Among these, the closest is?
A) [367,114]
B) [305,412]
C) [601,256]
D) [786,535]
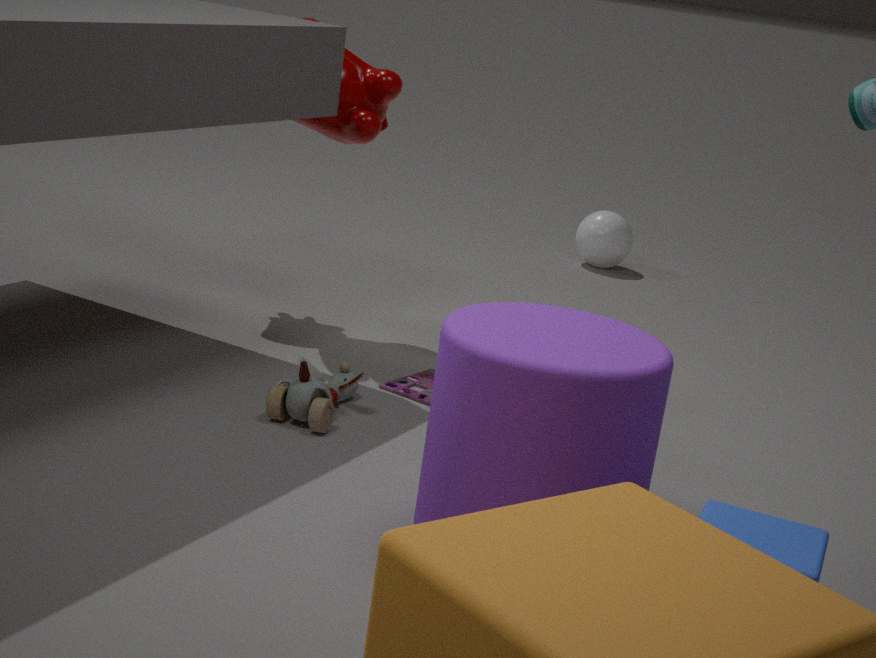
[786,535]
